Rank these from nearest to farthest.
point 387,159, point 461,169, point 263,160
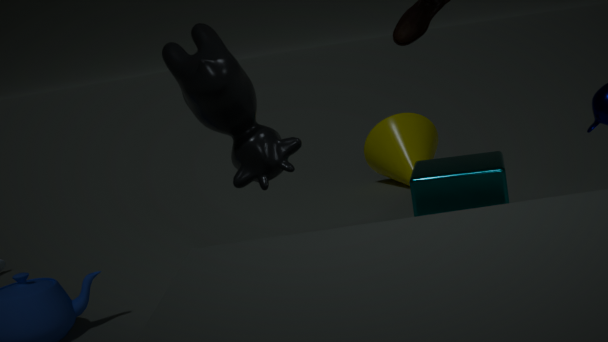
point 263,160 < point 461,169 < point 387,159
